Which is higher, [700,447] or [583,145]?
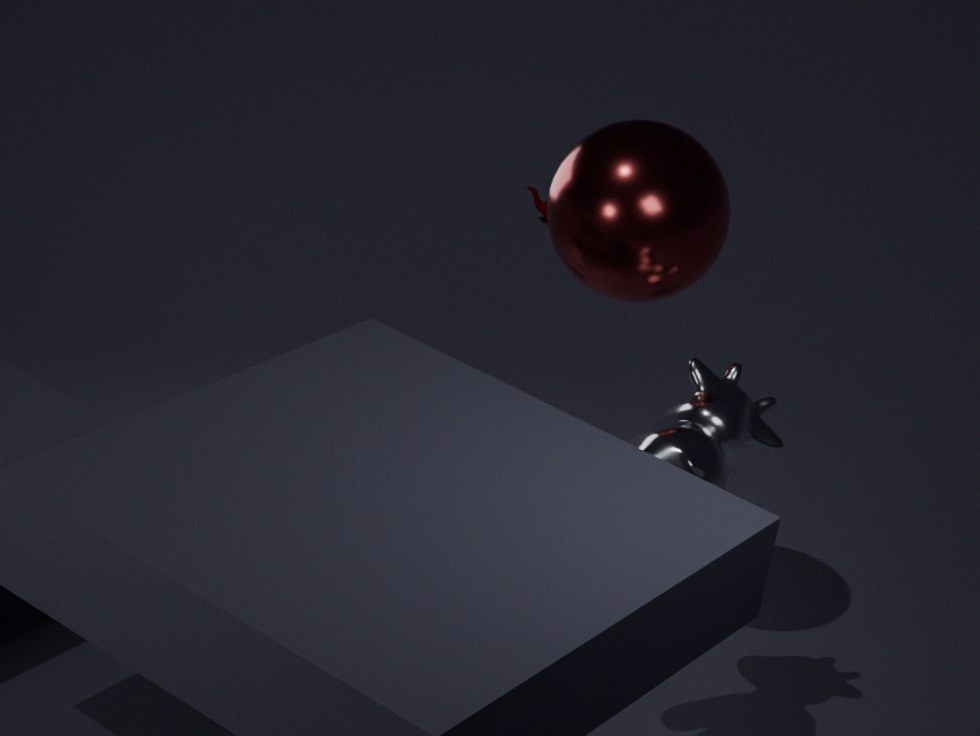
[583,145]
